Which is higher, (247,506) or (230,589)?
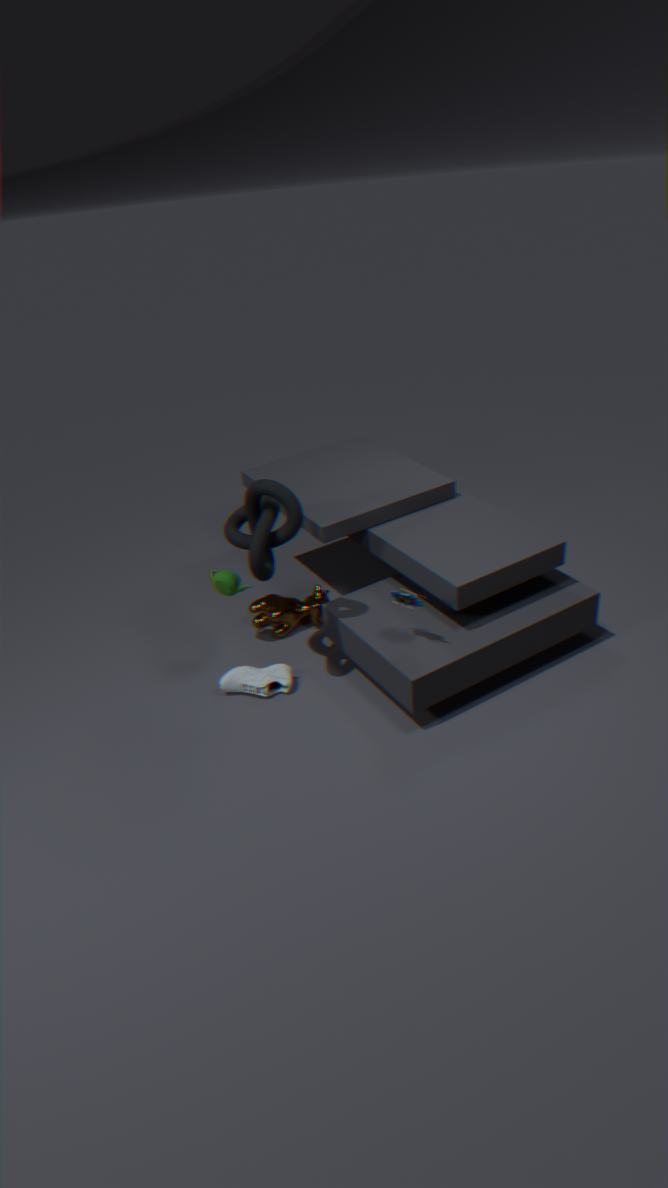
(247,506)
